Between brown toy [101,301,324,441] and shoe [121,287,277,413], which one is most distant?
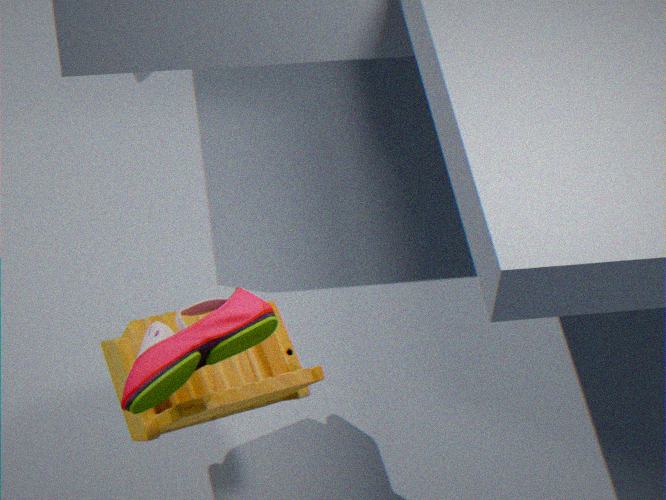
brown toy [101,301,324,441]
